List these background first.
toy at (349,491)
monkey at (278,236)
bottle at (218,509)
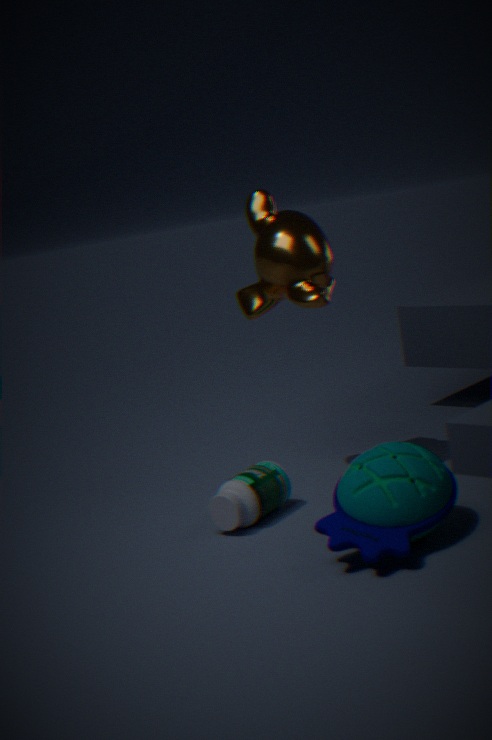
monkey at (278,236) → bottle at (218,509) → toy at (349,491)
